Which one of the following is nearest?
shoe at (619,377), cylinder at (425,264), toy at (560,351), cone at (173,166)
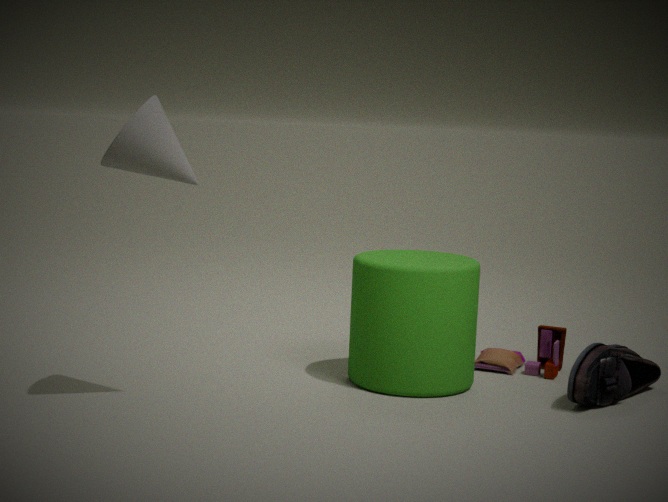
cone at (173,166)
